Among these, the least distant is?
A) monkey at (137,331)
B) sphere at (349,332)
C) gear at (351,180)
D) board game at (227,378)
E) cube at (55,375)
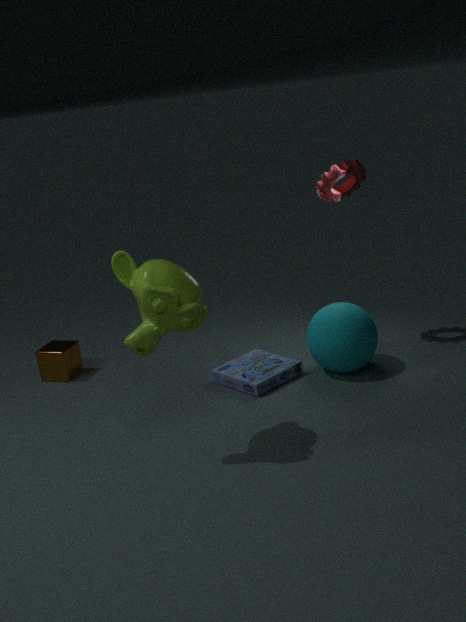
monkey at (137,331)
